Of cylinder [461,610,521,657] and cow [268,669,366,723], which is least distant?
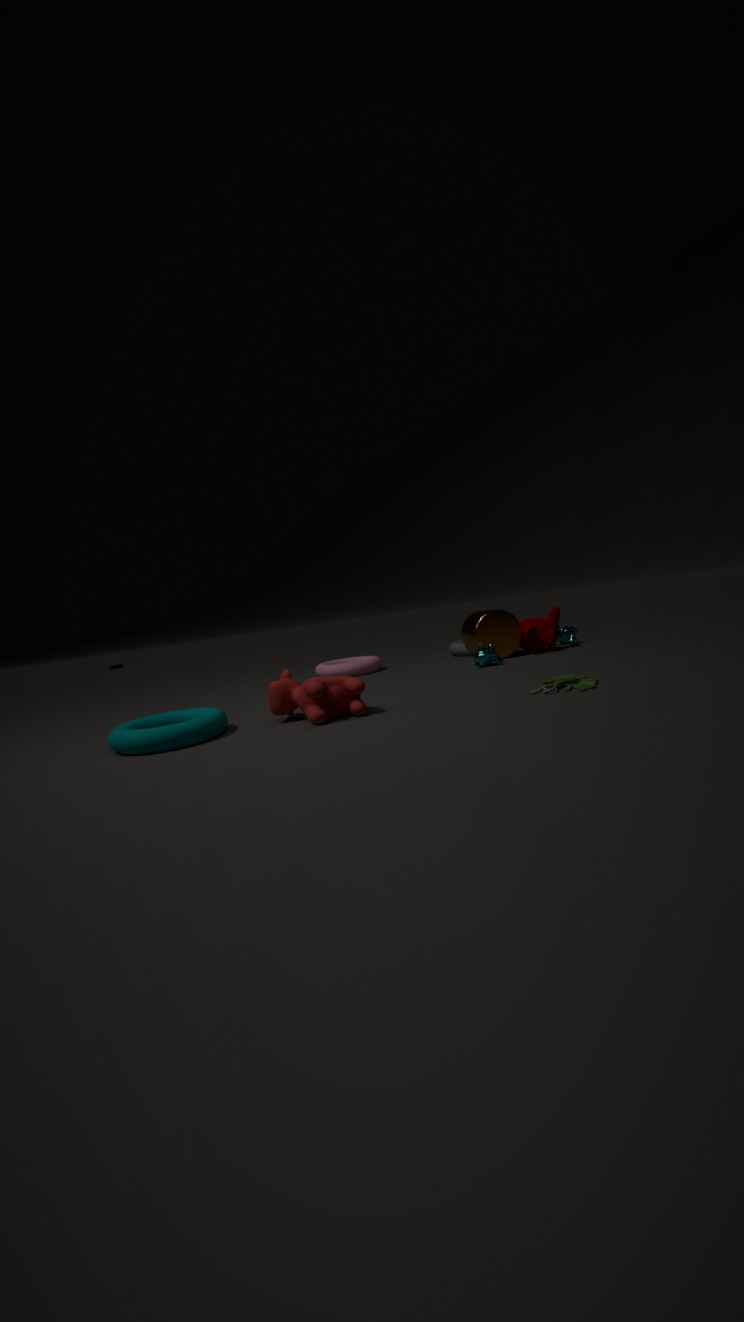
cow [268,669,366,723]
